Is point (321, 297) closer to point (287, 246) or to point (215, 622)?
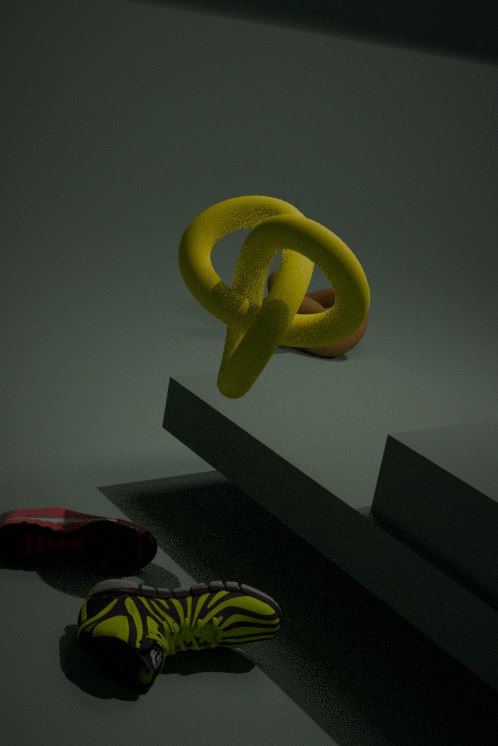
point (287, 246)
